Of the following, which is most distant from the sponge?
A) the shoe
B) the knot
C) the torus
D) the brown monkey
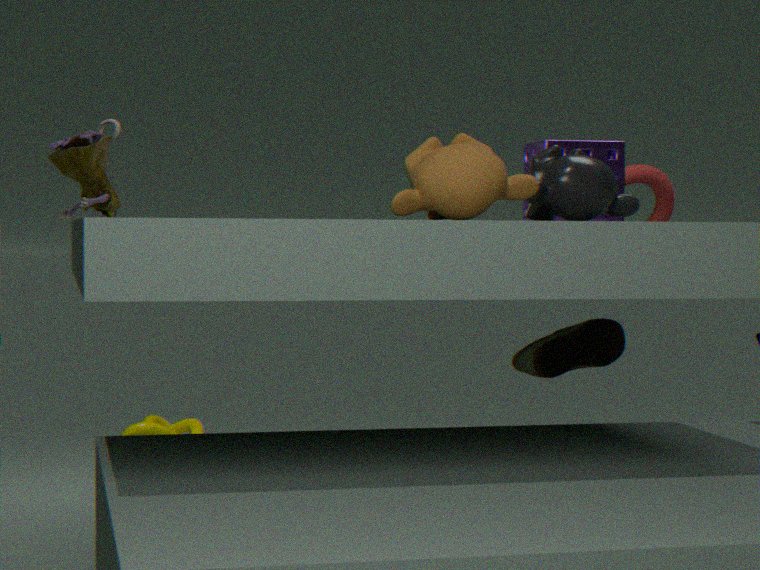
the knot
